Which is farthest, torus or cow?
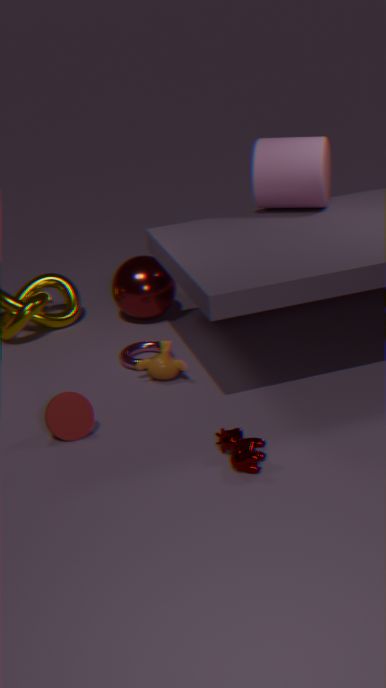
torus
